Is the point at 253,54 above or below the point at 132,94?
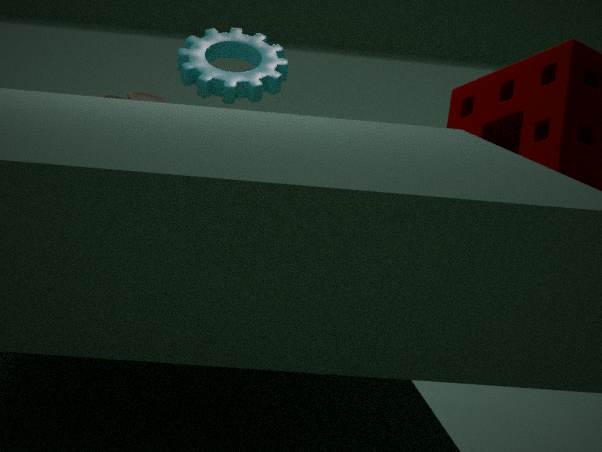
above
